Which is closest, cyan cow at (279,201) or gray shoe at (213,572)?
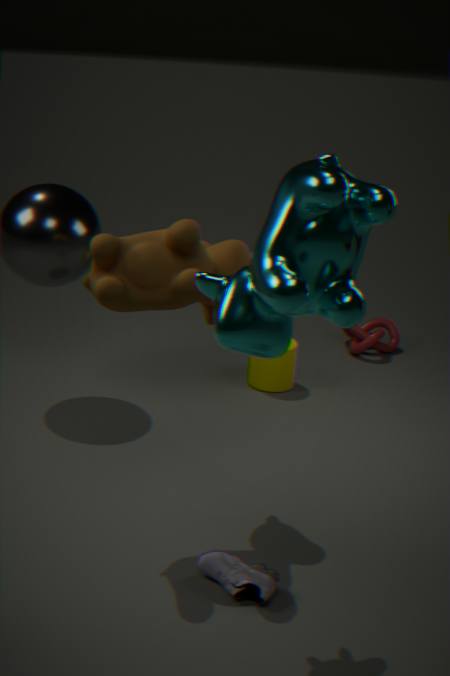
cyan cow at (279,201)
